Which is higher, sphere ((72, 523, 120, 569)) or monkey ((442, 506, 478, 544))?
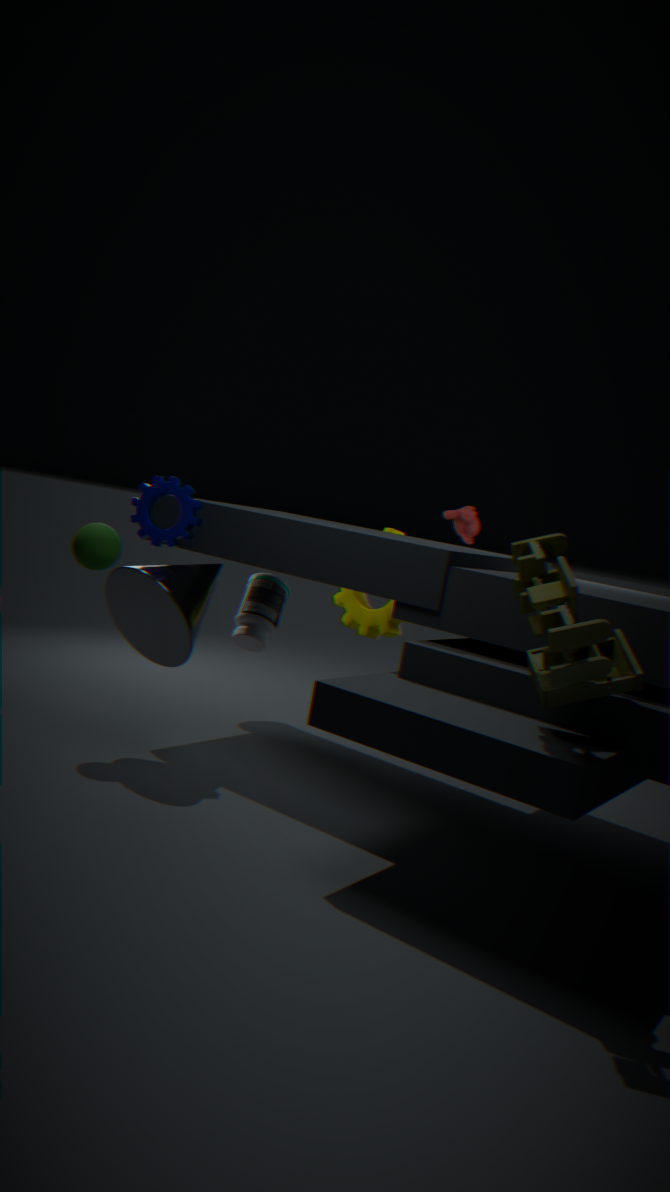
monkey ((442, 506, 478, 544))
